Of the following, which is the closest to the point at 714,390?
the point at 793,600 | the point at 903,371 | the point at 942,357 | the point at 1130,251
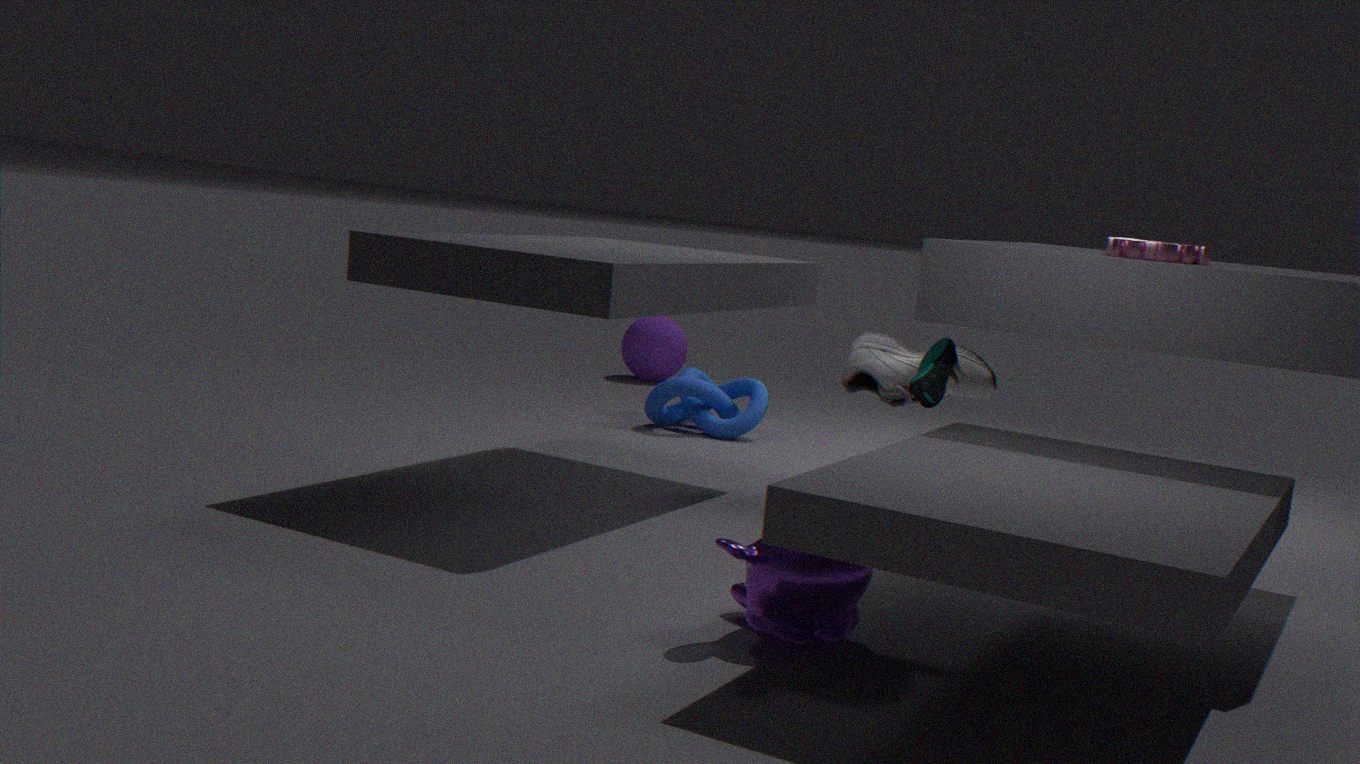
the point at 903,371
